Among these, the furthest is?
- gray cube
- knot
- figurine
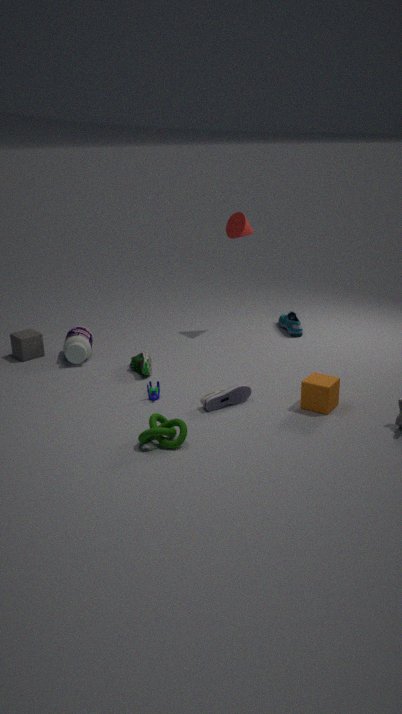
gray cube
